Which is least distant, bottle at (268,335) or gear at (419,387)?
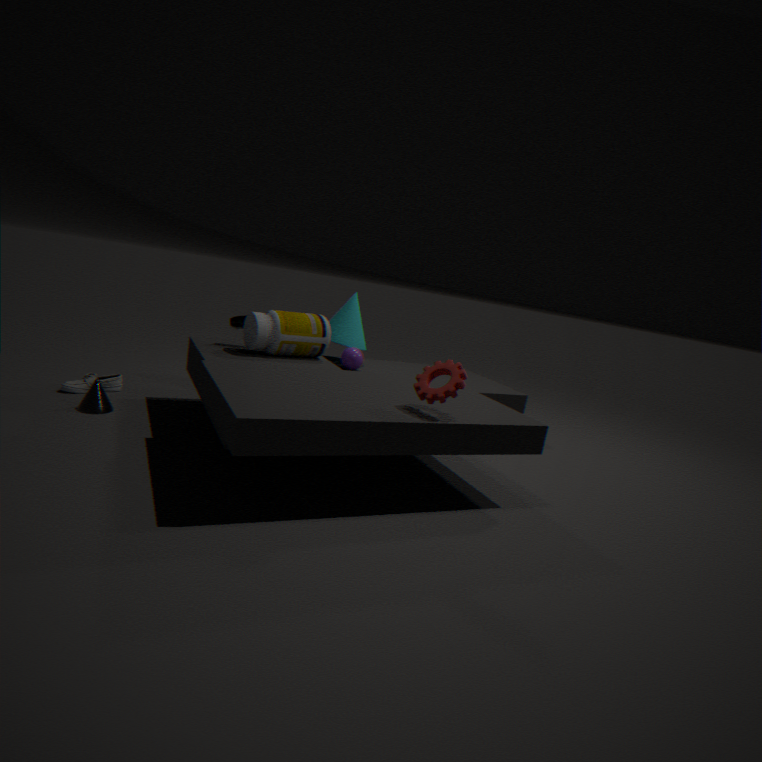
gear at (419,387)
